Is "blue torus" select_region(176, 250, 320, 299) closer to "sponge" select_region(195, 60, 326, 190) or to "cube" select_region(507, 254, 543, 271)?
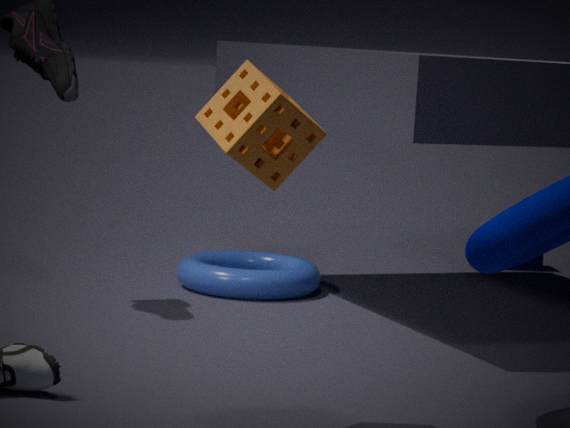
"cube" select_region(507, 254, 543, 271)
